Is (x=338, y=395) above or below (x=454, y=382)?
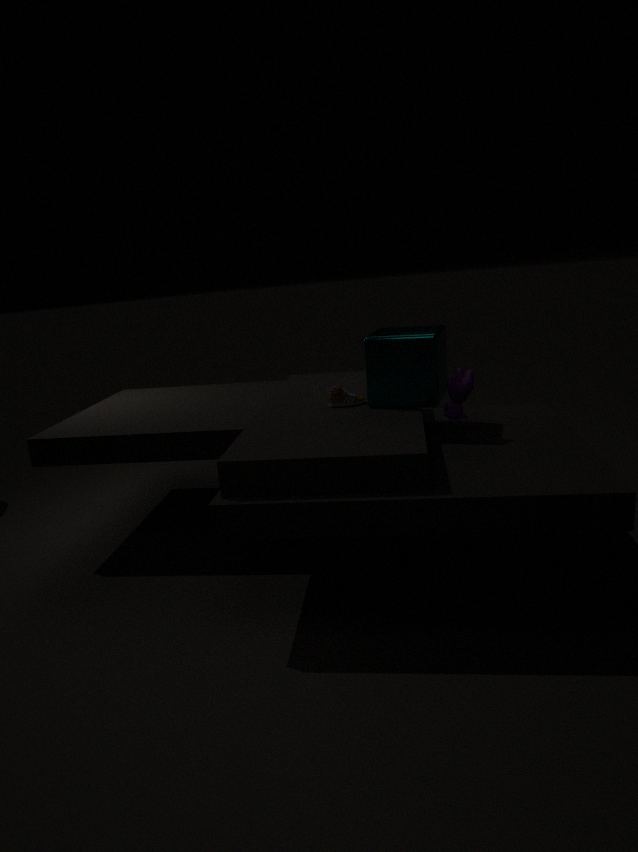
below
